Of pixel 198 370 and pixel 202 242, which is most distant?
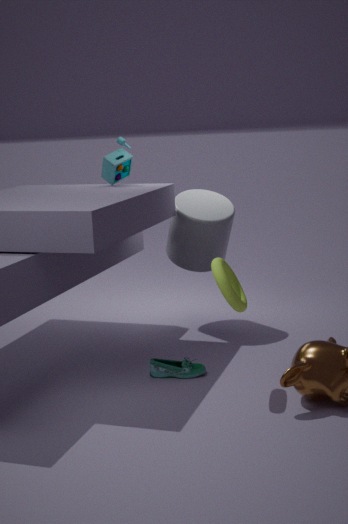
pixel 202 242
